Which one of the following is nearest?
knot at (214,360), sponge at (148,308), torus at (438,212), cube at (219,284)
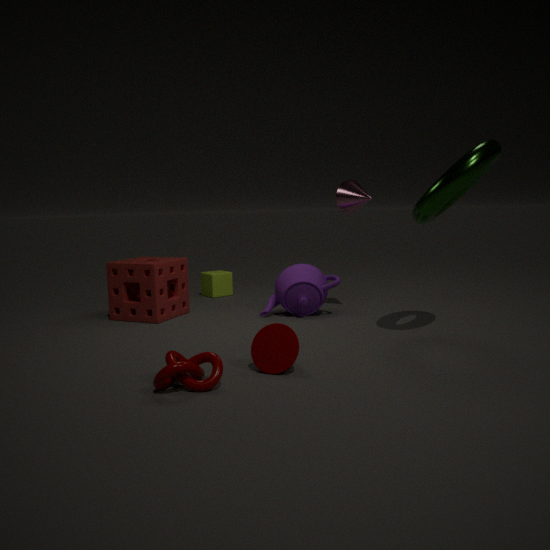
knot at (214,360)
